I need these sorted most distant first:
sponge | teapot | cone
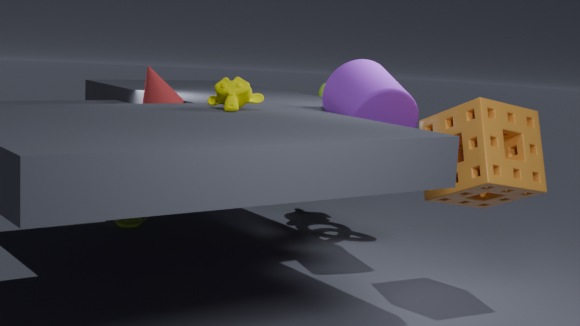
teapot → cone → sponge
